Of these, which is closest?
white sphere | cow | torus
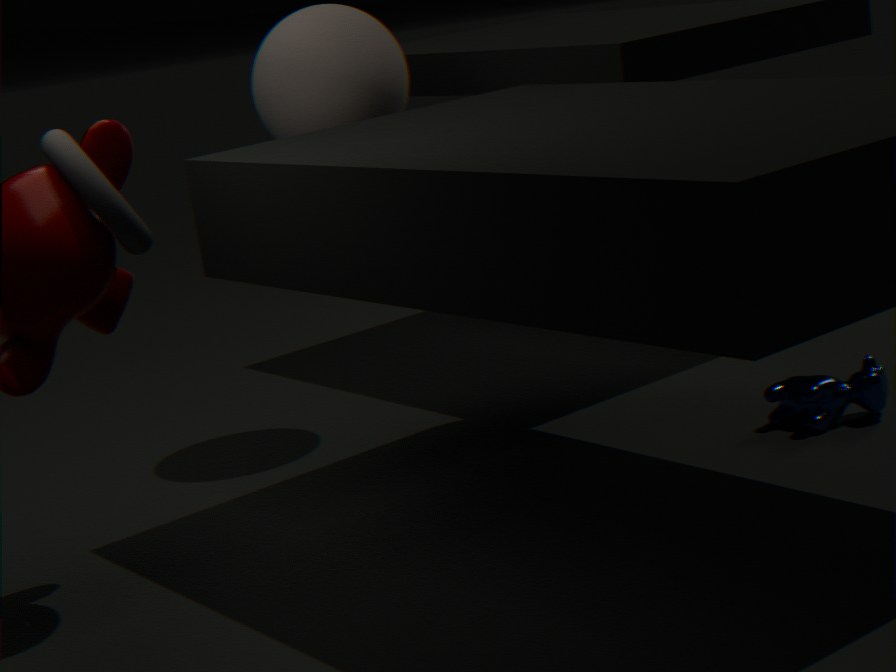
torus
